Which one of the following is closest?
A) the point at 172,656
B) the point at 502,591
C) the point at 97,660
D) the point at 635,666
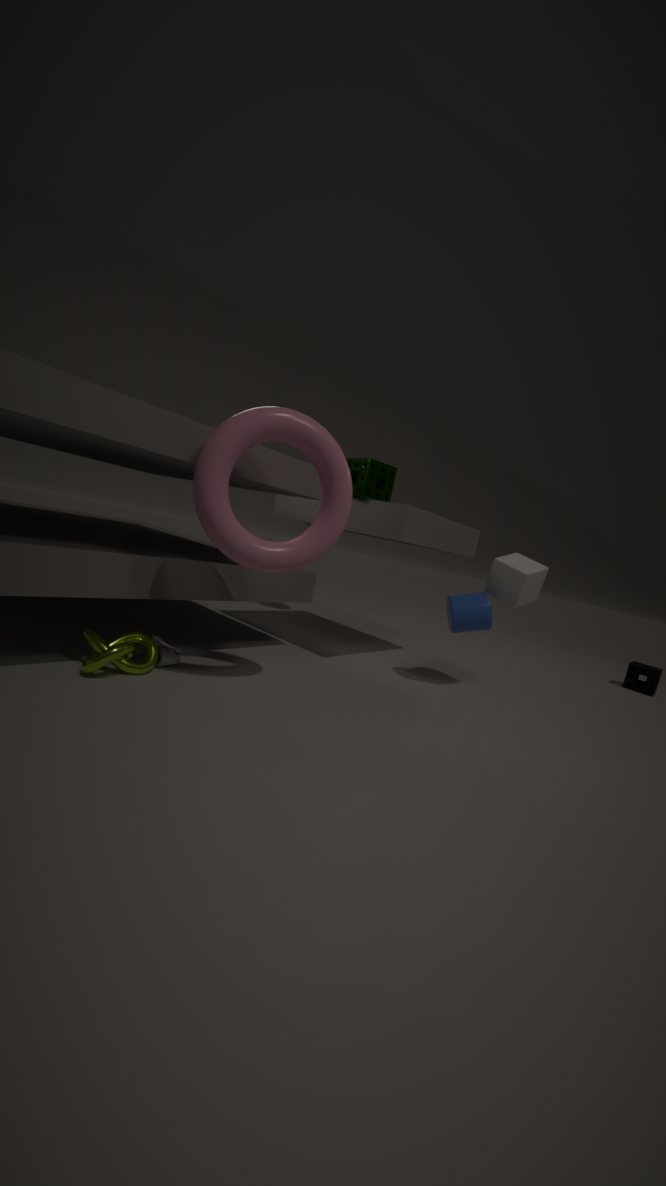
the point at 97,660
